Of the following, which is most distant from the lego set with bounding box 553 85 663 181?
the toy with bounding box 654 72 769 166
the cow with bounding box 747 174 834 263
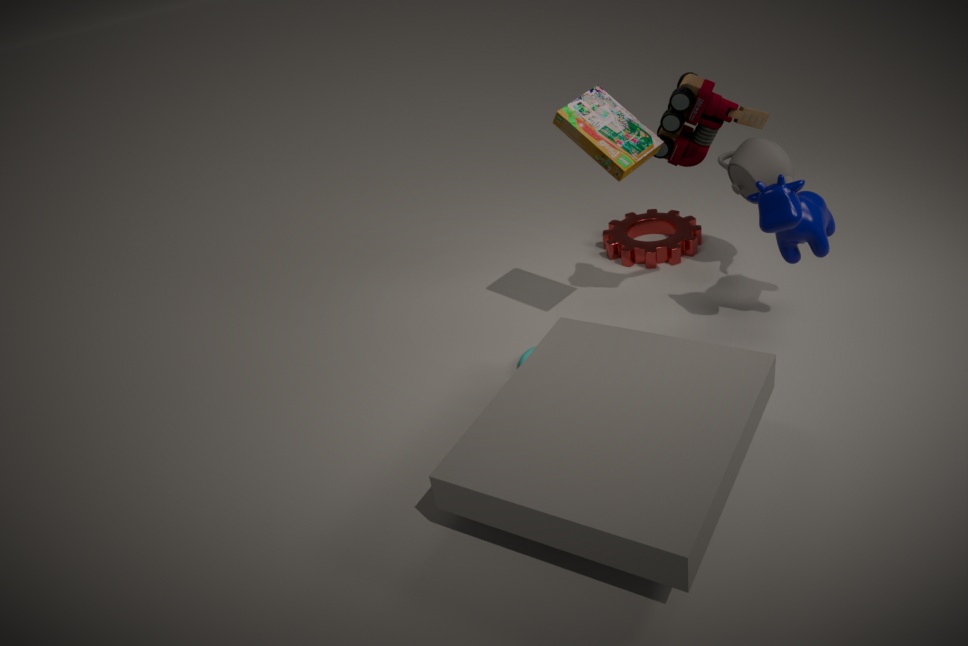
the cow with bounding box 747 174 834 263
